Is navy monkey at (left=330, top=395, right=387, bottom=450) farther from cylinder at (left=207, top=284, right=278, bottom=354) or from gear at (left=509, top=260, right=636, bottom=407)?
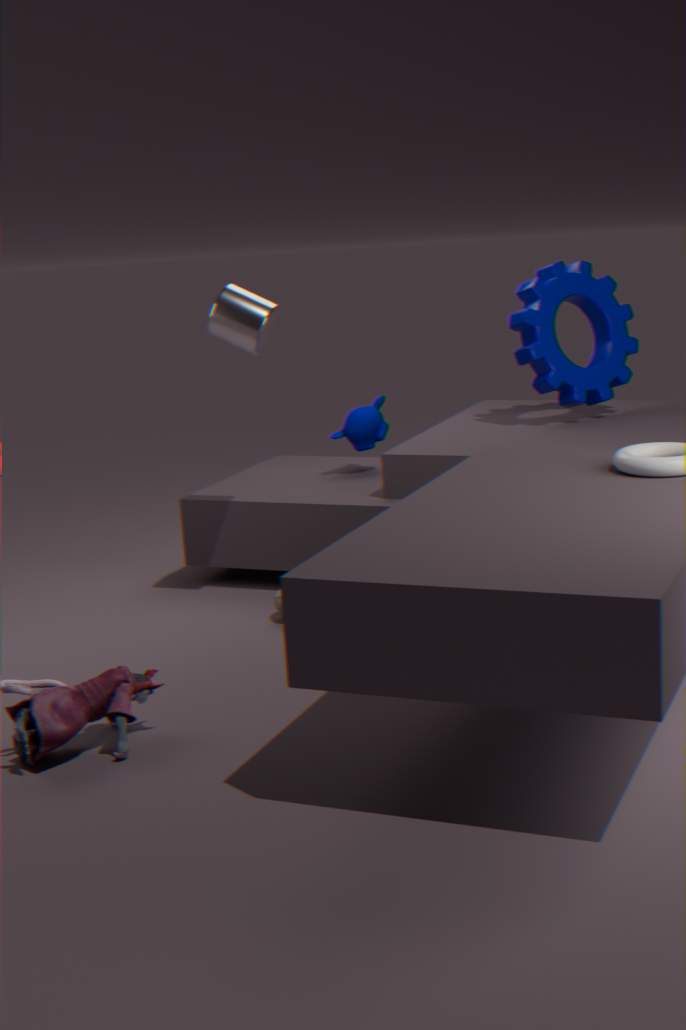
cylinder at (left=207, top=284, right=278, bottom=354)
